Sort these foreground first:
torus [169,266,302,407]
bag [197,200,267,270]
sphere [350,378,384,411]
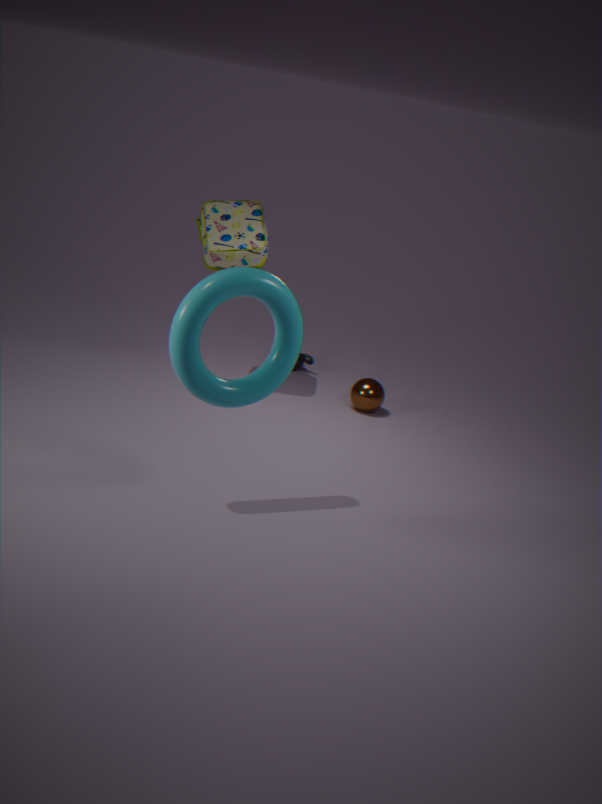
torus [169,266,302,407] → bag [197,200,267,270] → sphere [350,378,384,411]
